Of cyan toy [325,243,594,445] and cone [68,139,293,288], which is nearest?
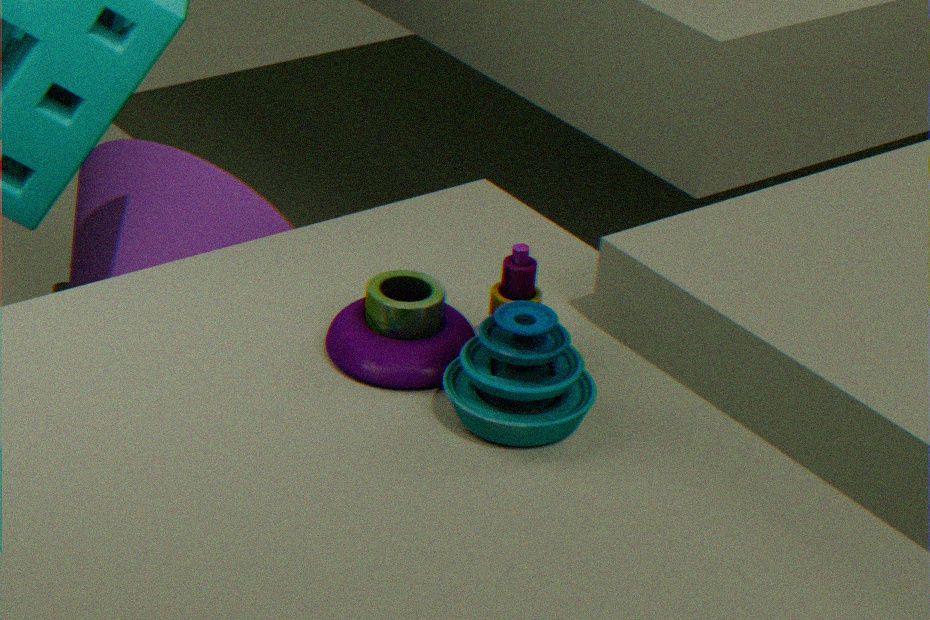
cyan toy [325,243,594,445]
